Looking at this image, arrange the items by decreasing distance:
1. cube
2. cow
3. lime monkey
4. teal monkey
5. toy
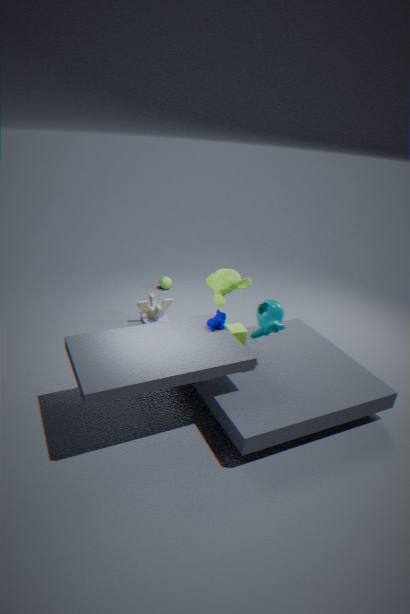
1. toy
2. cube
3. lime monkey
4. cow
5. teal monkey
